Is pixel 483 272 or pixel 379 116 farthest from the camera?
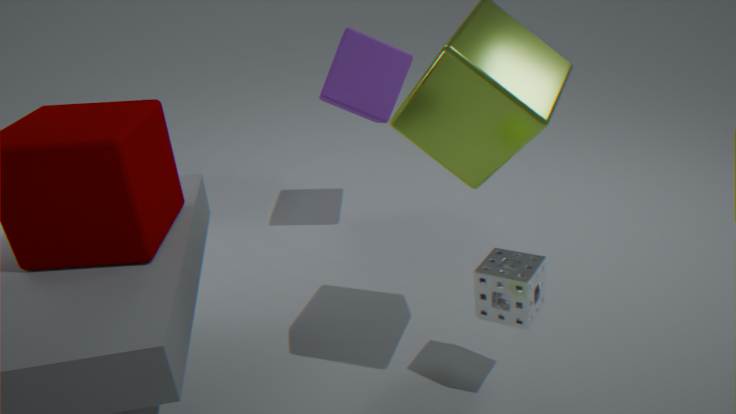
pixel 379 116
